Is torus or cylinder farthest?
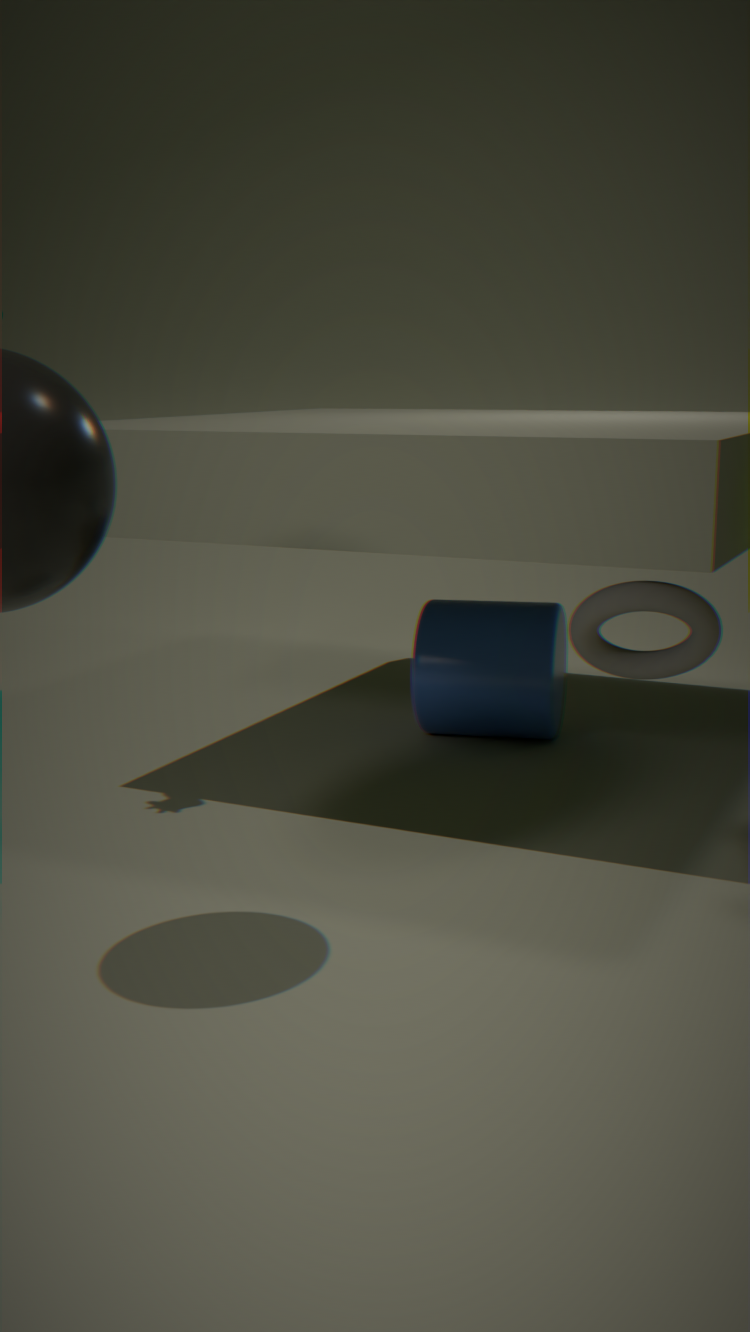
cylinder
